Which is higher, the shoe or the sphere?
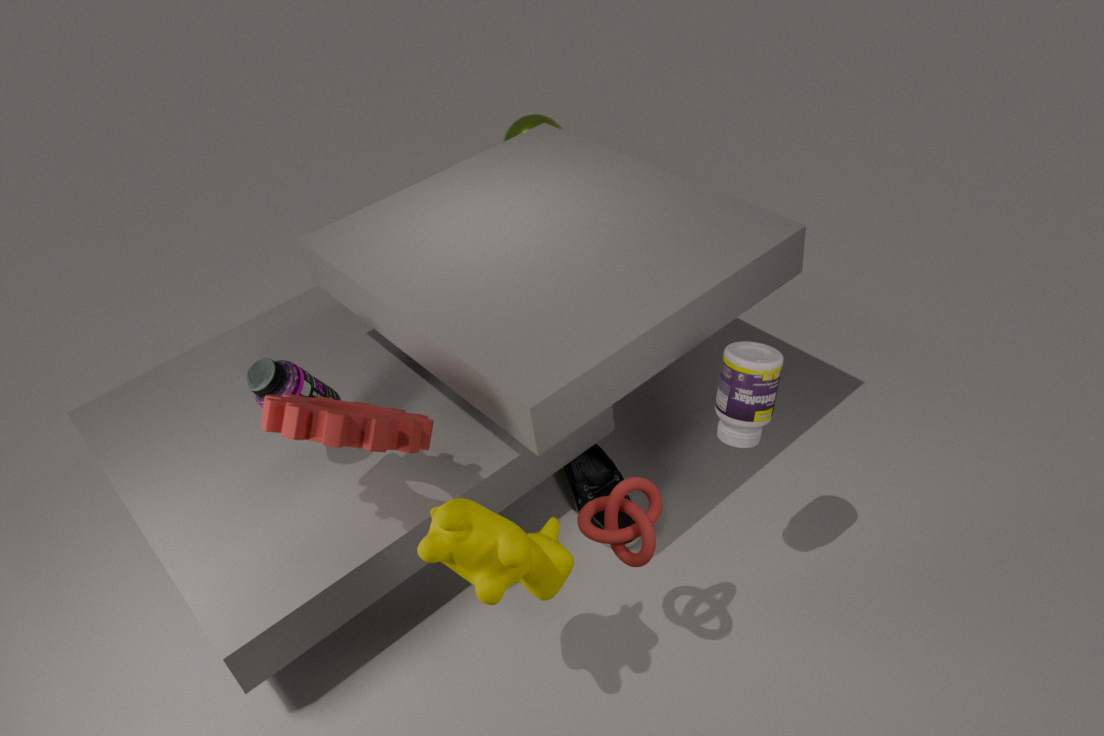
the sphere
